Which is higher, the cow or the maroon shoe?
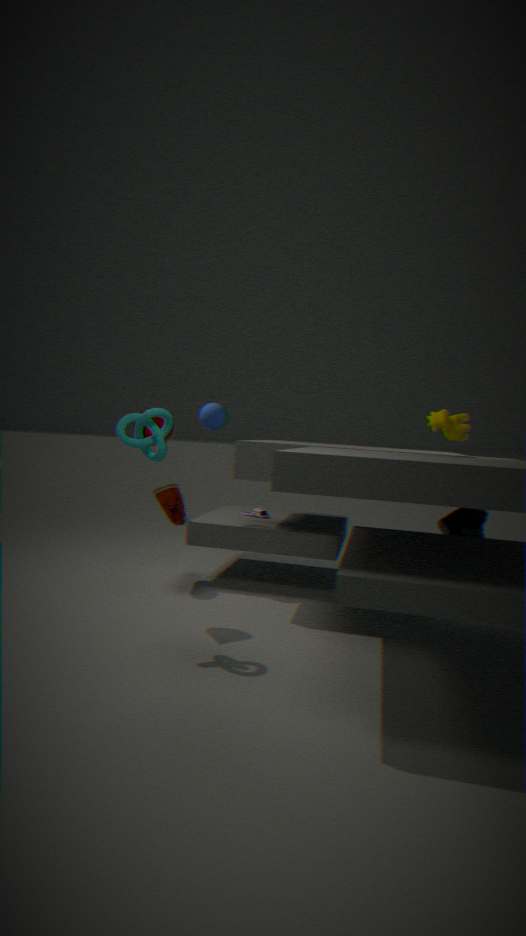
the cow
